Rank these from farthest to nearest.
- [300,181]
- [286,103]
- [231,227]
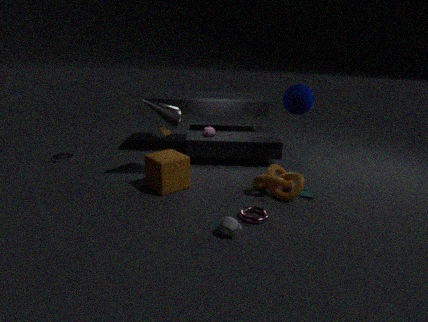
1. [286,103]
2. [300,181]
3. [231,227]
